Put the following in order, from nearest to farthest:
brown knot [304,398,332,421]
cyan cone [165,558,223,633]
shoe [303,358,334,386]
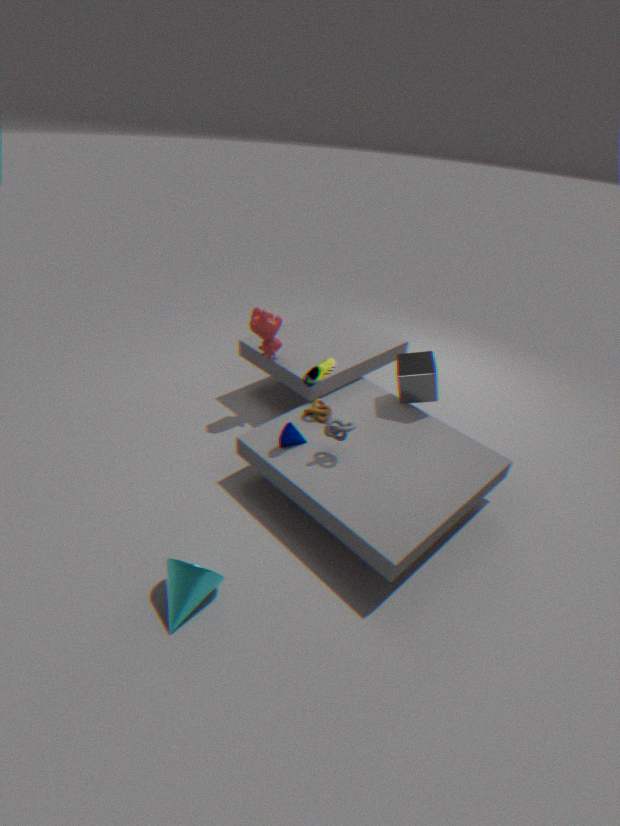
cyan cone [165,558,223,633] → shoe [303,358,334,386] → brown knot [304,398,332,421]
